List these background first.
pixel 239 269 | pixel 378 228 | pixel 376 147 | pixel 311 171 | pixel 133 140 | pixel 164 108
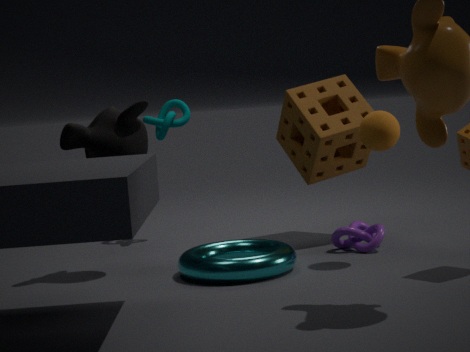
pixel 164 108, pixel 311 171, pixel 378 228, pixel 133 140, pixel 376 147, pixel 239 269
